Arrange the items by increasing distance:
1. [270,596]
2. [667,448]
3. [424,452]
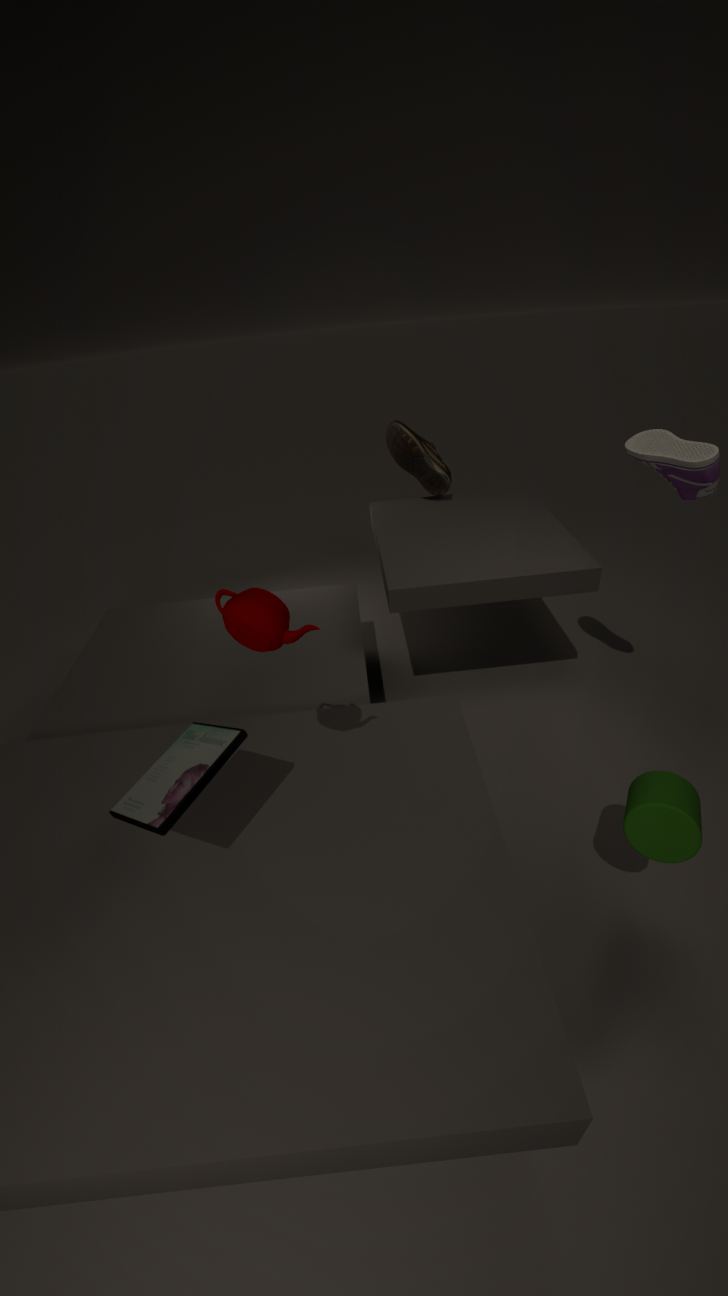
[270,596], [667,448], [424,452]
